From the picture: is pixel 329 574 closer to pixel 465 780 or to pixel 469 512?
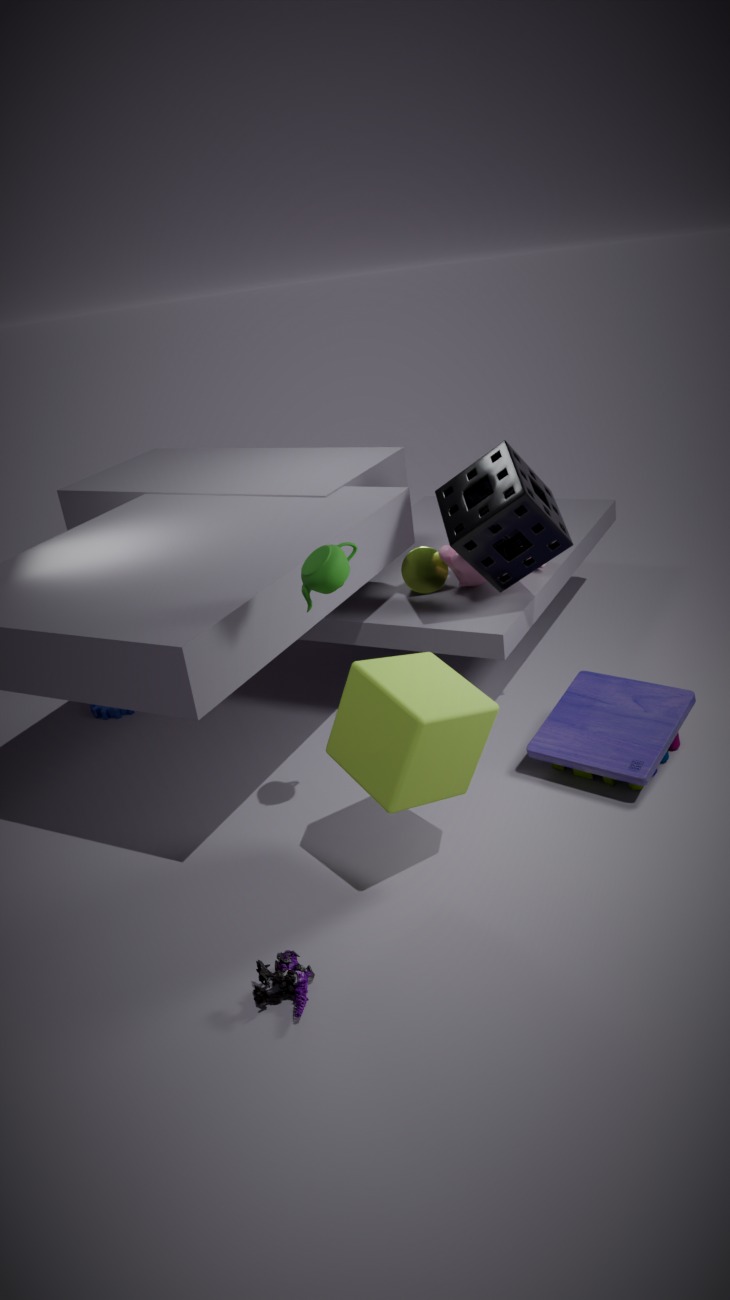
pixel 465 780
